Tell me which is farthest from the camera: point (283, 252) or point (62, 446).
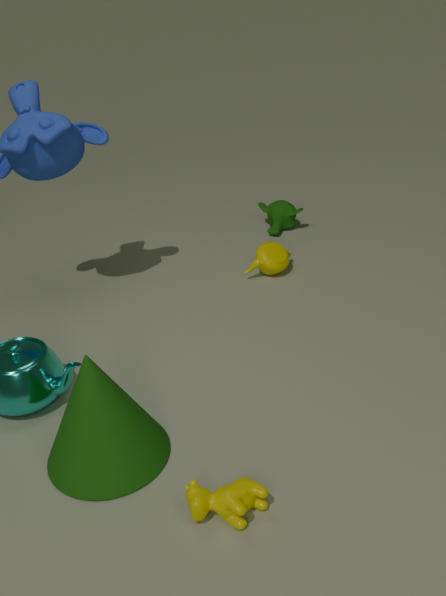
point (283, 252)
